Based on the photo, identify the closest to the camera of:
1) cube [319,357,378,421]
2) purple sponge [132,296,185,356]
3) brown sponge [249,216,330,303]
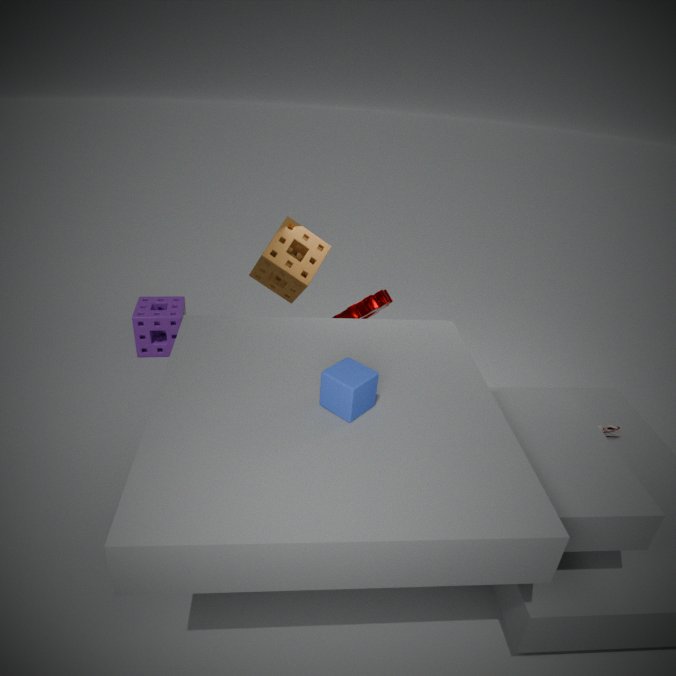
1. cube [319,357,378,421]
